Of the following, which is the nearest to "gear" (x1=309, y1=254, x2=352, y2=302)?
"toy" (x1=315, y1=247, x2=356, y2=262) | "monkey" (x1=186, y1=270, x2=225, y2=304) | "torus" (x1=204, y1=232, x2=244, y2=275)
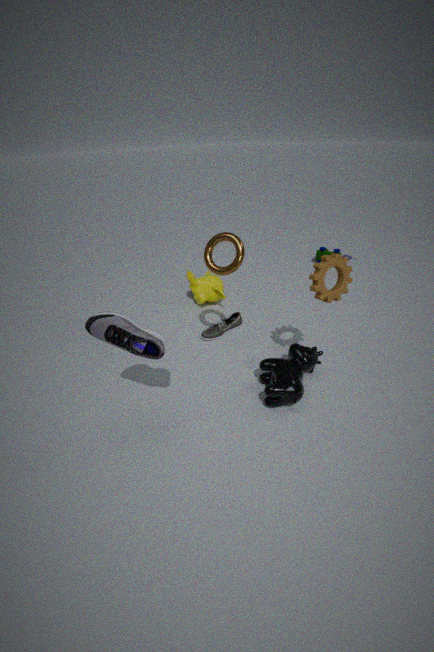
"torus" (x1=204, y1=232, x2=244, y2=275)
